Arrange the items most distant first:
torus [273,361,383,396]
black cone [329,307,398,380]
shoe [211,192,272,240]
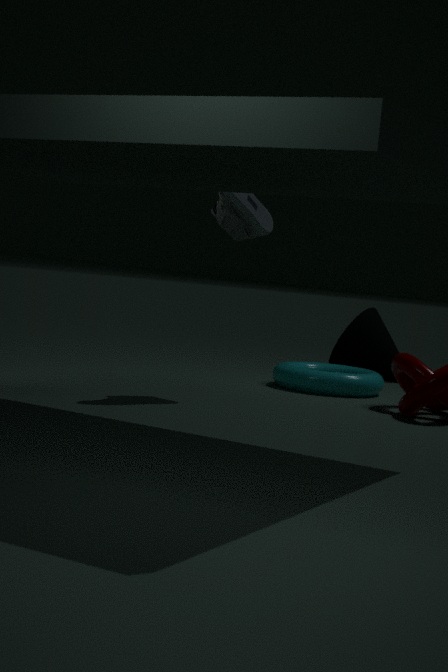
black cone [329,307,398,380] → torus [273,361,383,396] → shoe [211,192,272,240]
